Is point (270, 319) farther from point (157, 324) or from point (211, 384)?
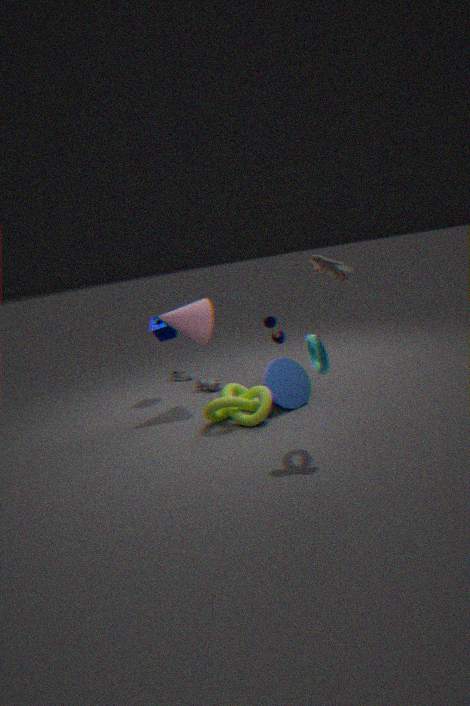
point (157, 324)
